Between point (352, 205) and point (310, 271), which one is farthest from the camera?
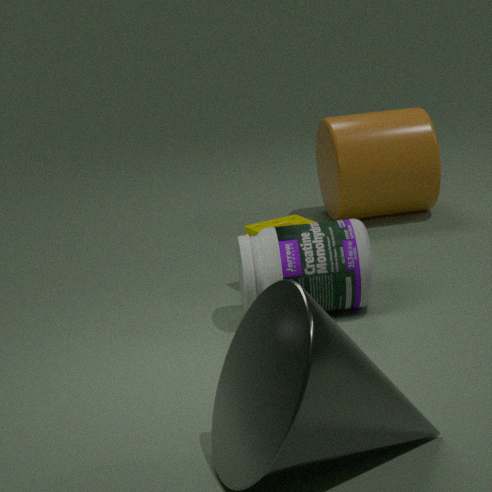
point (352, 205)
